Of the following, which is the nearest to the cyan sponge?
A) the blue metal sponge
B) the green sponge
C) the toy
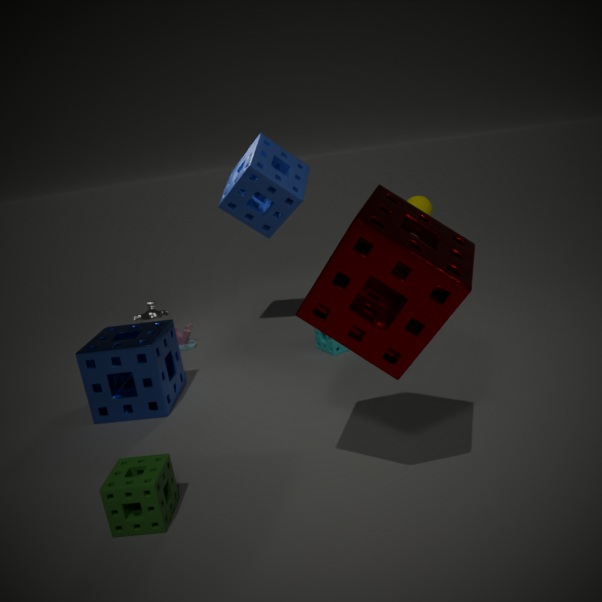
the blue metal sponge
